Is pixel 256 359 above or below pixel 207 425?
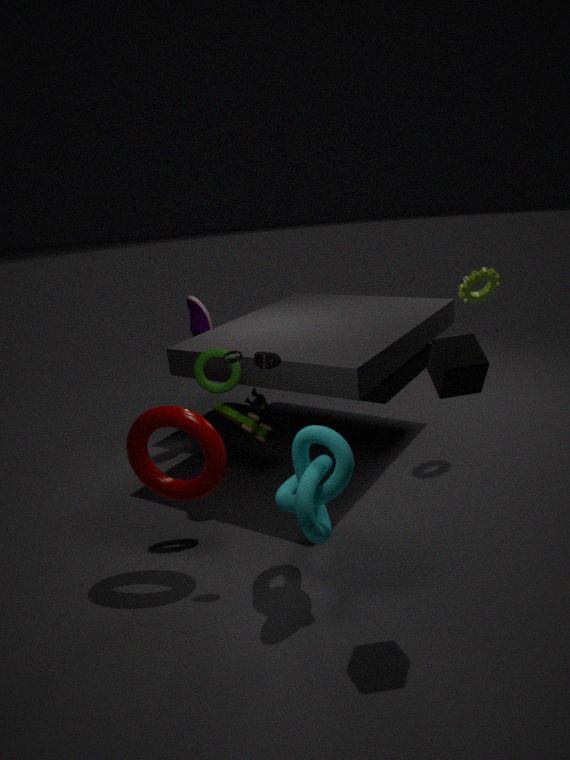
above
